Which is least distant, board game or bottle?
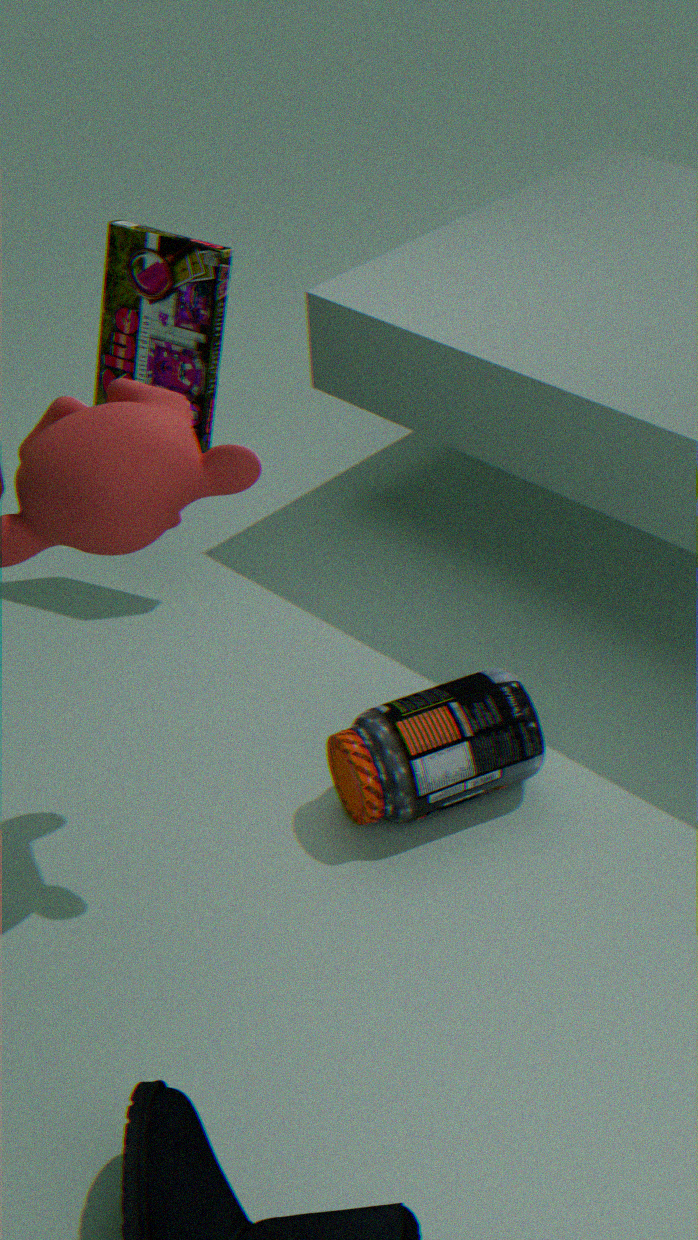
bottle
